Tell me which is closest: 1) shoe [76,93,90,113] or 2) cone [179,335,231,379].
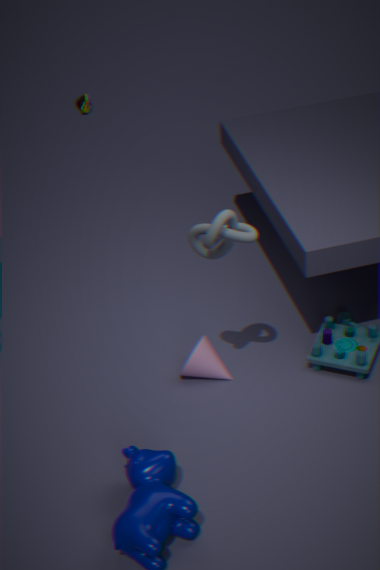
2. cone [179,335,231,379]
